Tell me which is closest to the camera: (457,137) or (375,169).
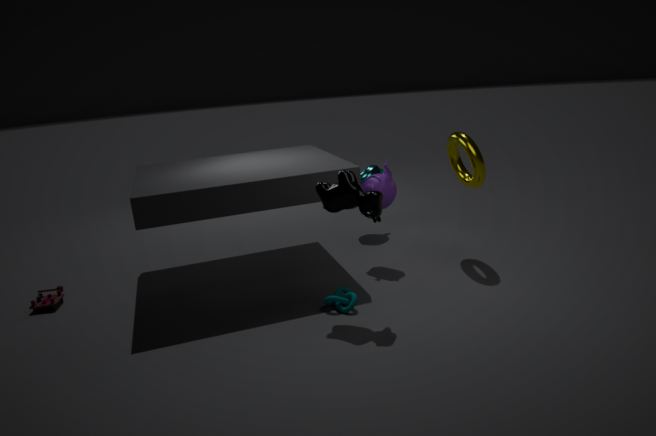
(457,137)
